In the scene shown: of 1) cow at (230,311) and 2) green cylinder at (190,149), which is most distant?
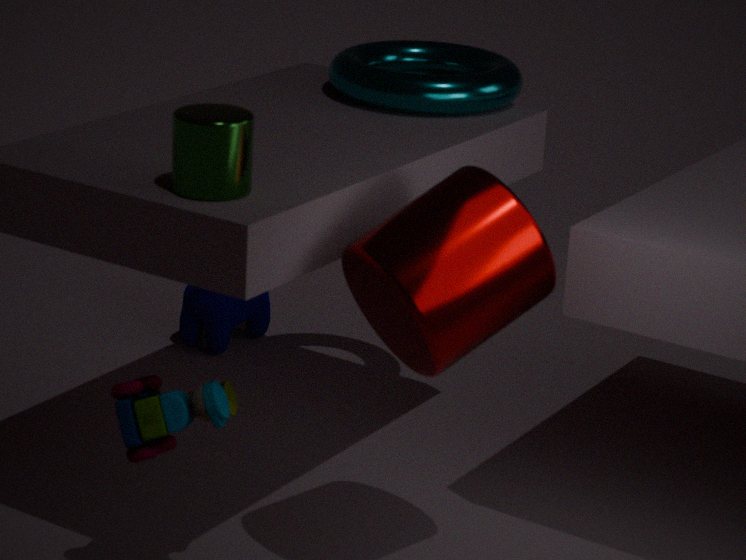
1. cow at (230,311)
